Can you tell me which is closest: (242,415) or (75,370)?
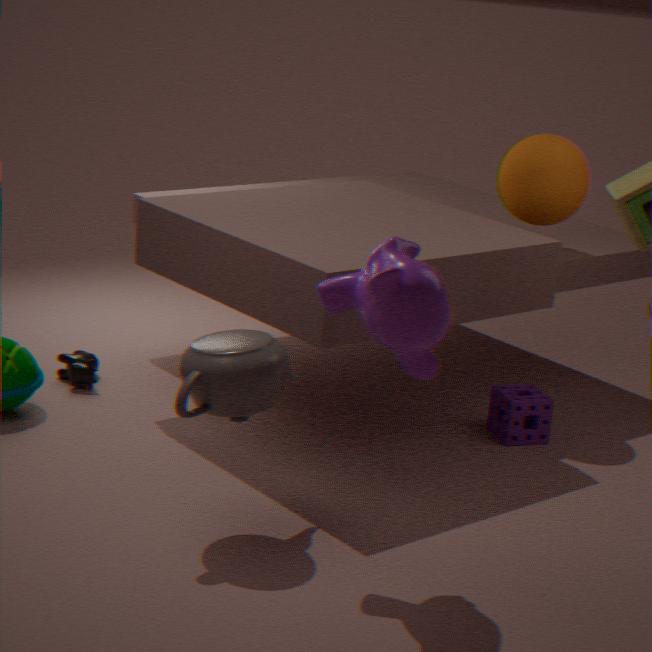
(242,415)
